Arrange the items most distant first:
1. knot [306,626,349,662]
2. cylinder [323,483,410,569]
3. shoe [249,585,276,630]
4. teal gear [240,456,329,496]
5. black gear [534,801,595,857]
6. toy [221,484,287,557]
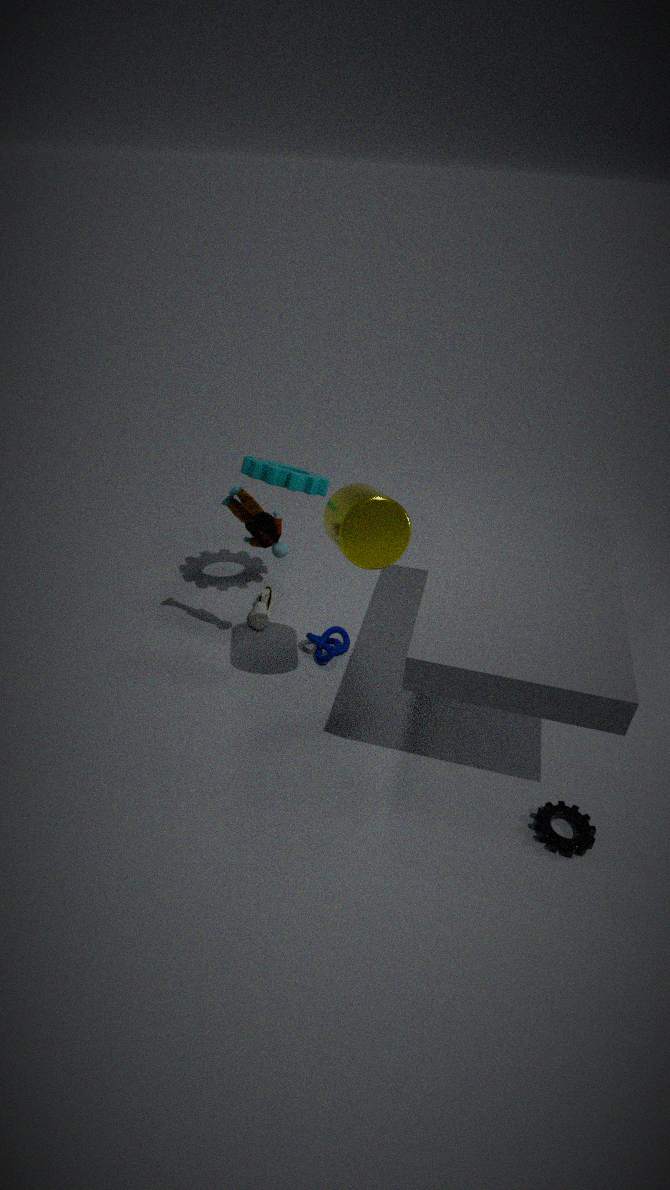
shoe [249,585,276,630] < knot [306,626,349,662] < teal gear [240,456,329,496] < toy [221,484,287,557] < cylinder [323,483,410,569] < black gear [534,801,595,857]
